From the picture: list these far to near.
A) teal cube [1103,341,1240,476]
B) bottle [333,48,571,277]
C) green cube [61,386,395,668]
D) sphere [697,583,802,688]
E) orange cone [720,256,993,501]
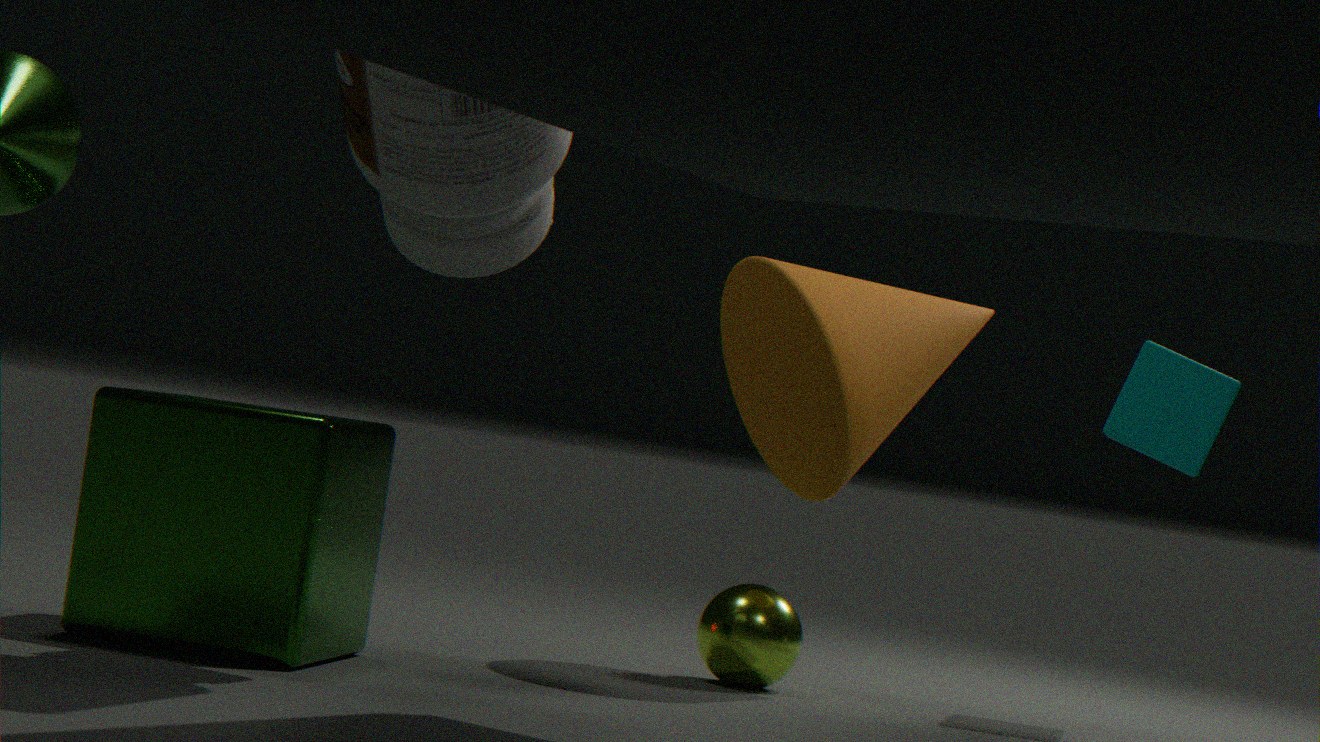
teal cube [1103,341,1240,476] → sphere [697,583,802,688] → orange cone [720,256,993,501] → green cube [61,386,395,668] → bottle [333,48,571,277]
